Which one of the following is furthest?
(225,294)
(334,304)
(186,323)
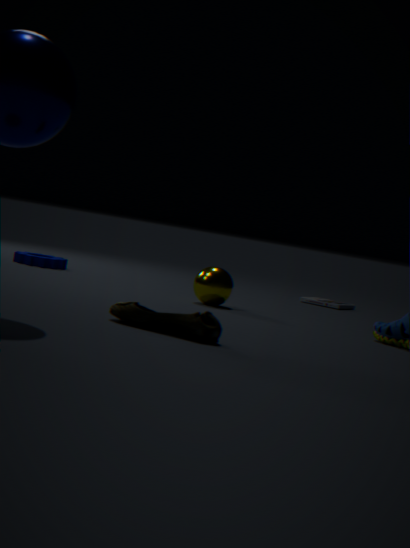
(334,304)
